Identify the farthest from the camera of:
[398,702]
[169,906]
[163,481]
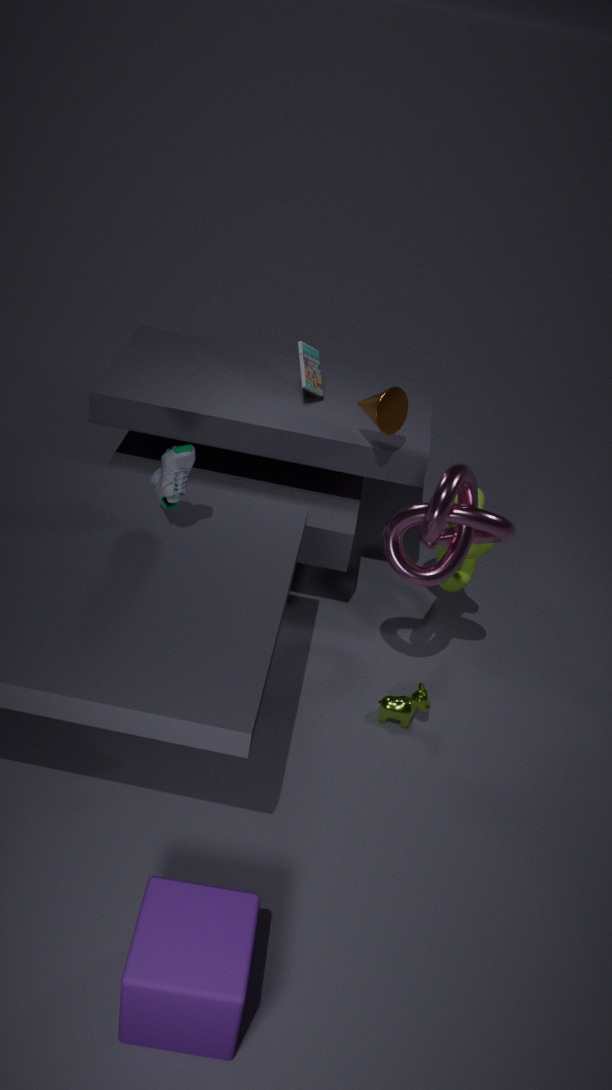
[398,702]
